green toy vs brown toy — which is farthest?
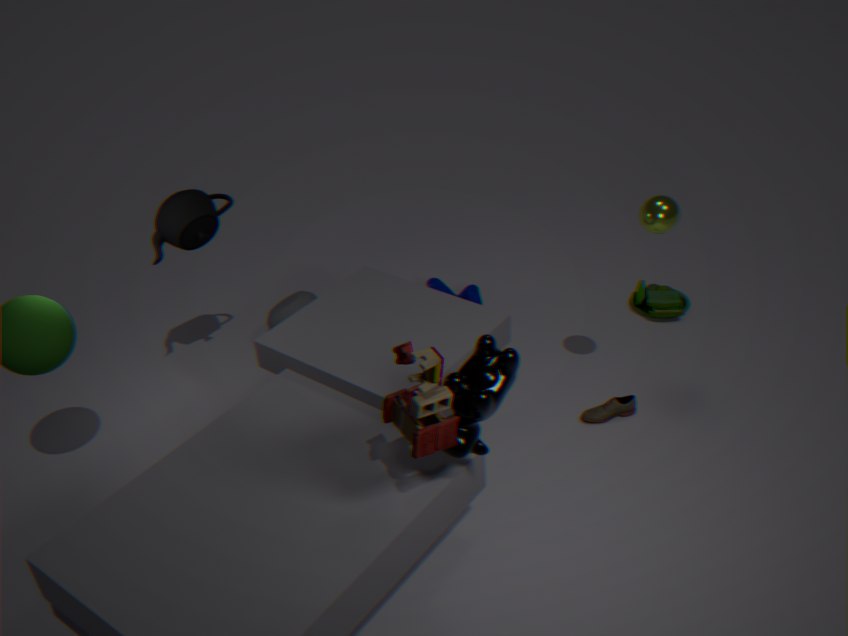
green toy
